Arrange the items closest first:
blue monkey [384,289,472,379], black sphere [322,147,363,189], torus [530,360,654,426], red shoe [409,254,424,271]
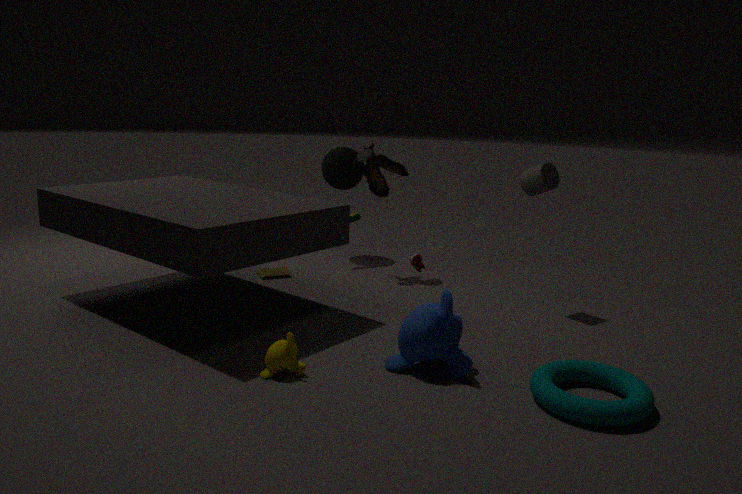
torus [530,360,654,426]
blue monkey [384,289,472,379]
red shoe [409,254,424,271]
black sphere [322,147,363,189]
